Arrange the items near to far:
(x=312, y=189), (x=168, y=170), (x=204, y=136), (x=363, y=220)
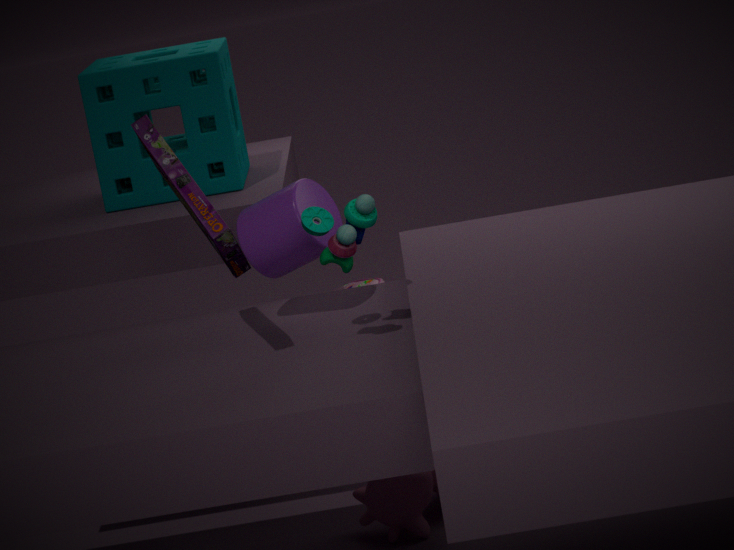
Result: (x=168, y=170), (x=363, y=220), (x=312, y=189), (x=204, y=136)
